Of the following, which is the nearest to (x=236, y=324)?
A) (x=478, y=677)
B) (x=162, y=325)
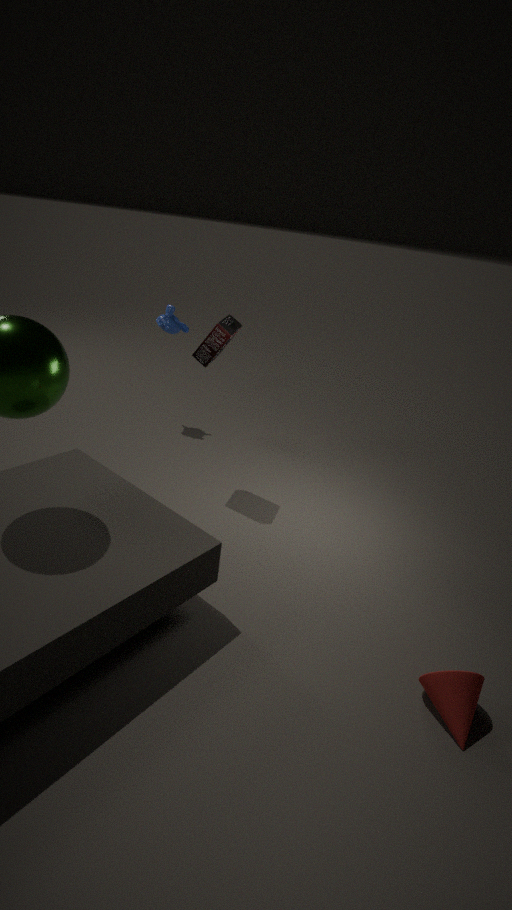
(x=162, y=325)
